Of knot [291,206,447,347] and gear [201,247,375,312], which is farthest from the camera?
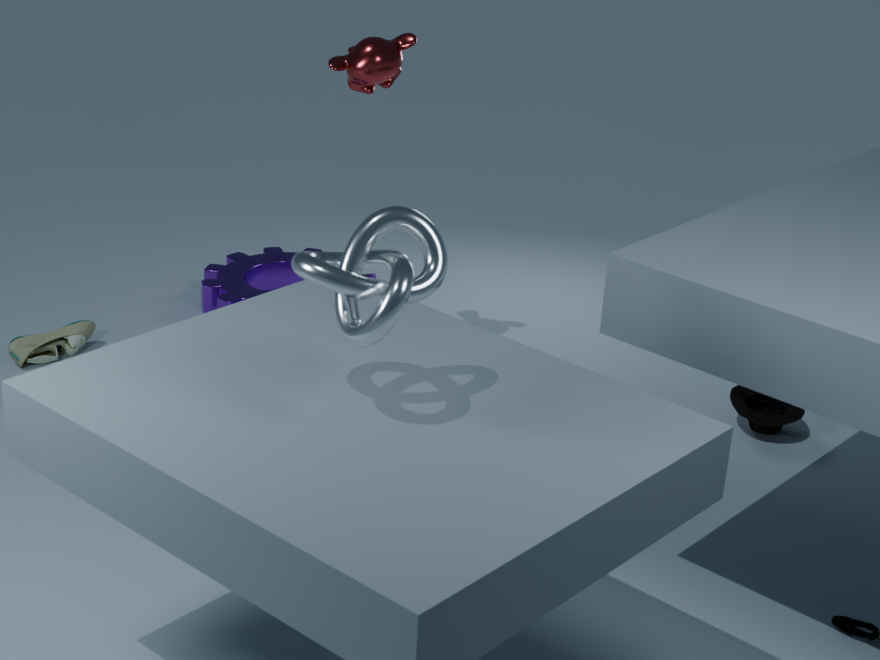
gear [201,247,375,312]
